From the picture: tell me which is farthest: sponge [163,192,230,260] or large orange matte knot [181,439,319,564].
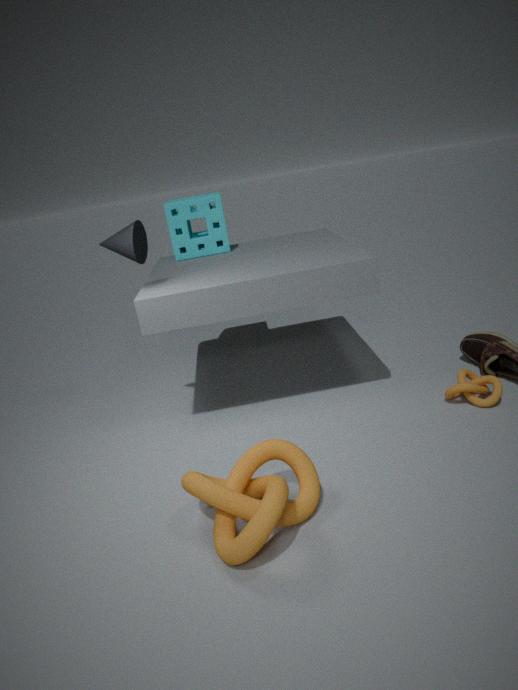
sponge [163,192,230,260]
